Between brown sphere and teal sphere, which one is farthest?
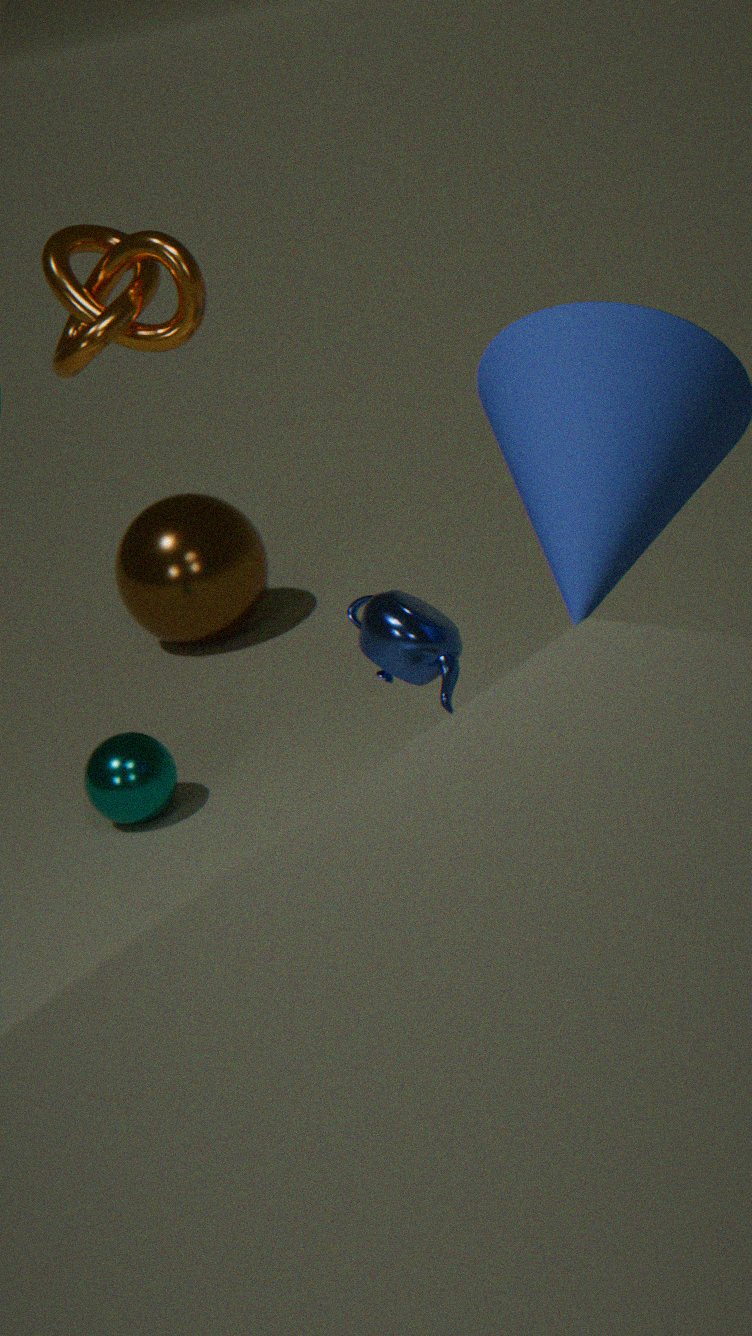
brown sphere
